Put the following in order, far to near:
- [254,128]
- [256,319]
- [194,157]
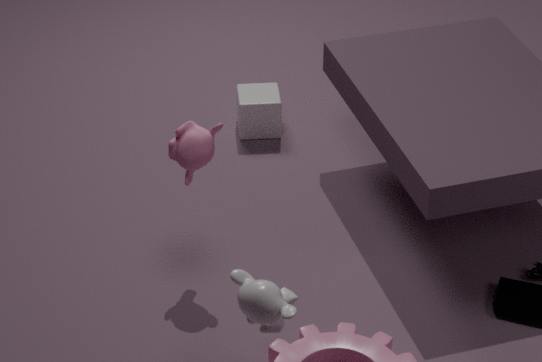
[254,128], [194,157], [256,319]
